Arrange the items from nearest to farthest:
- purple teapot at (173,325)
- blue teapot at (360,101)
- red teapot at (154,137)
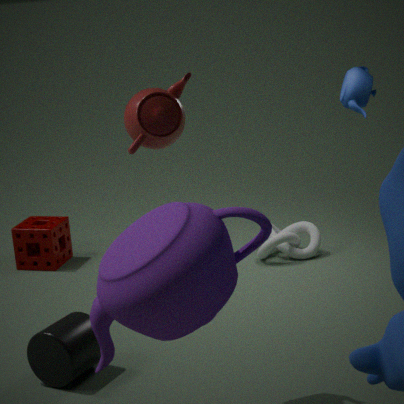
purple teapot at (173,325)
red teapot at (154,137)
blue teapot at (360,101)
